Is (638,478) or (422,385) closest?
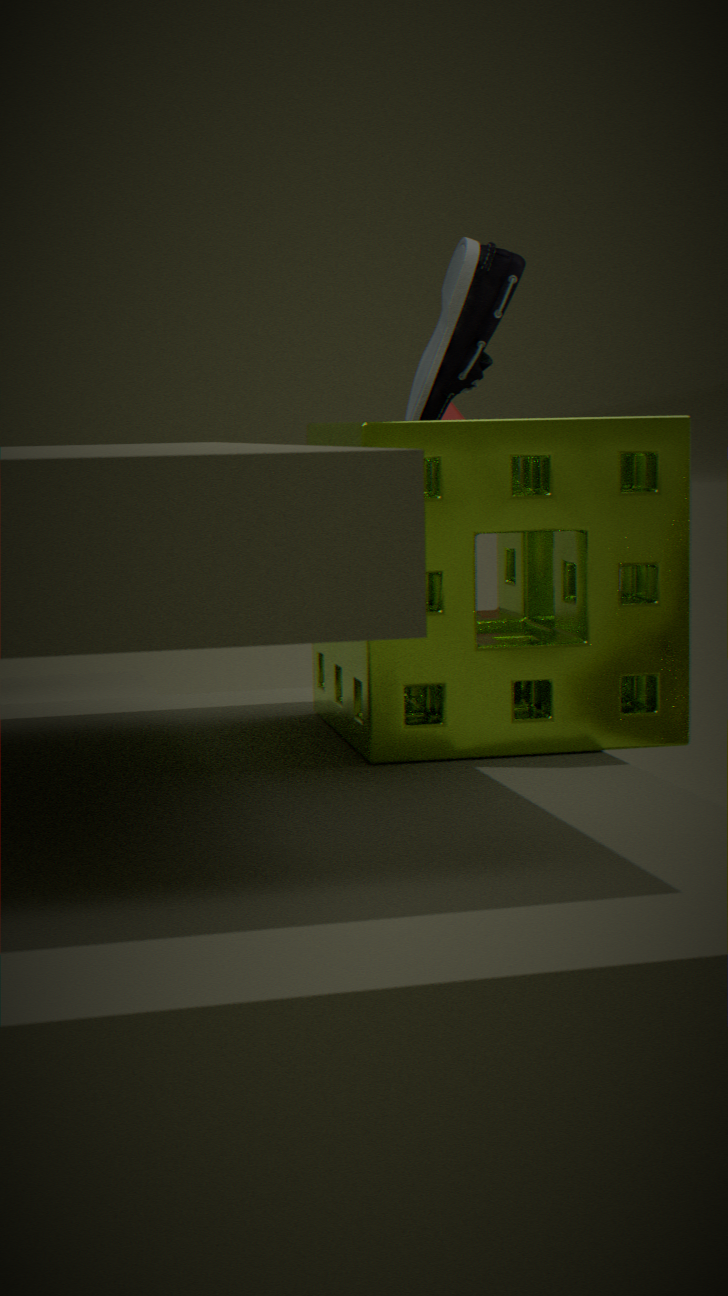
(638,478)
